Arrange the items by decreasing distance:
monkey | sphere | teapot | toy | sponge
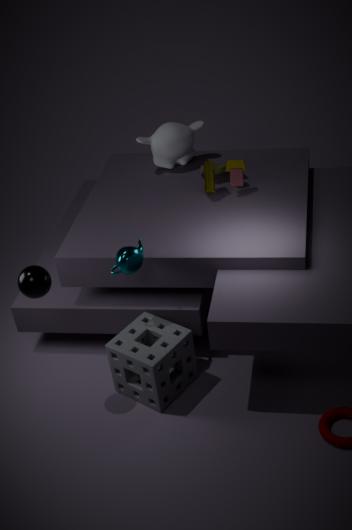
1. monkey
2. toy
3. sponge
4. teapot
5. sphere
